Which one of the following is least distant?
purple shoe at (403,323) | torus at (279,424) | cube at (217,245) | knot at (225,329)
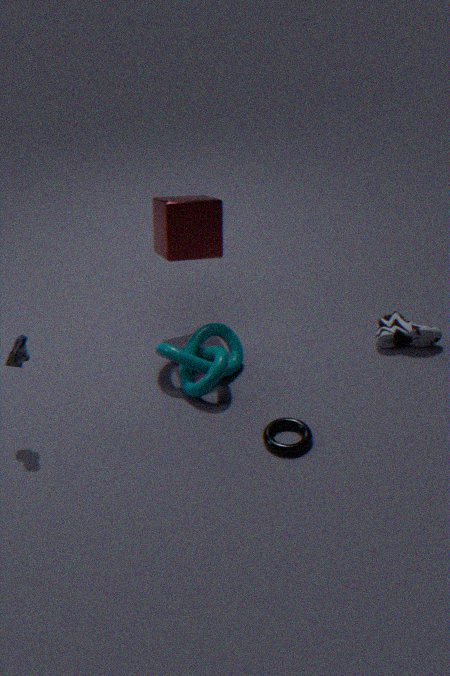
torus at (279,424)
